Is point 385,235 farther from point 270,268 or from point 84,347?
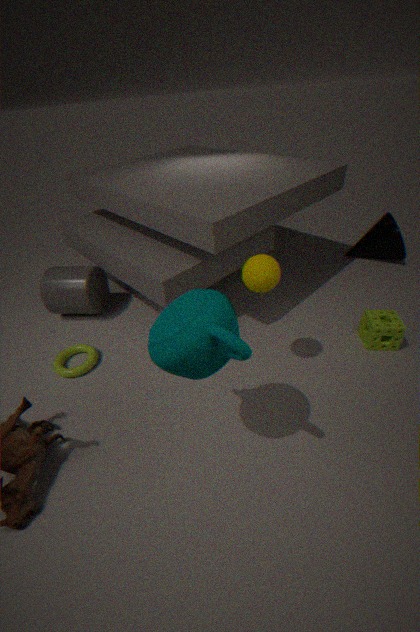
point 84,347
